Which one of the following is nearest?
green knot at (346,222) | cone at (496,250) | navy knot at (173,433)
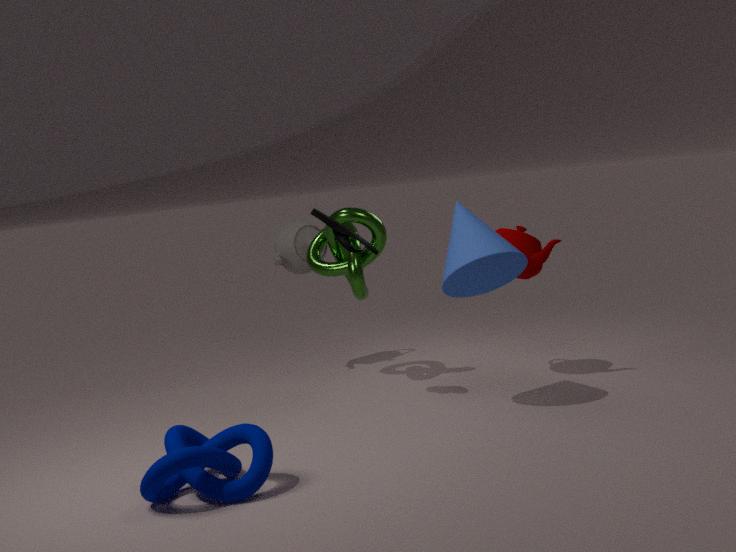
navy knot at (173,433)
